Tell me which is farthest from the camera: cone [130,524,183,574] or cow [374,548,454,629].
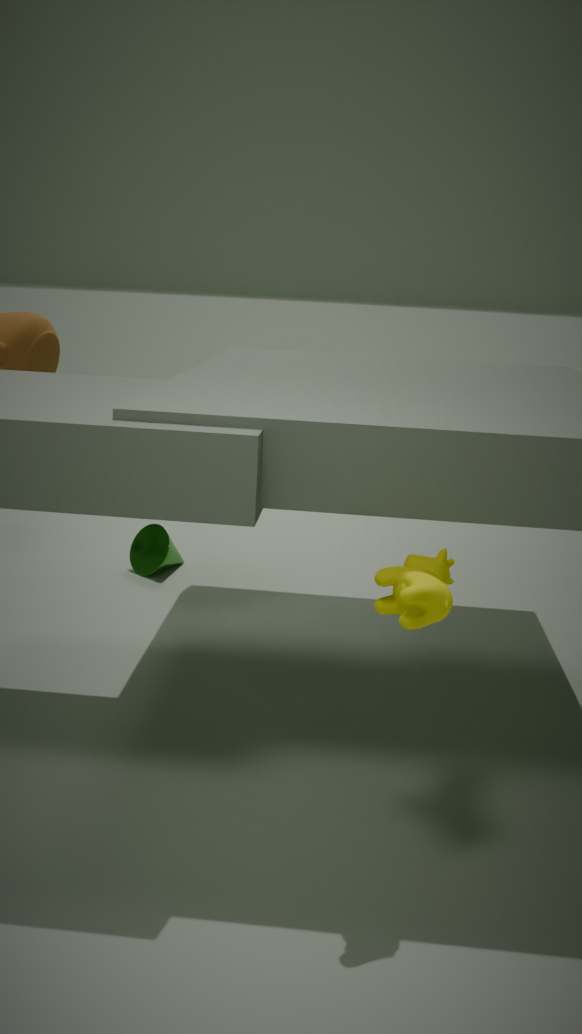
cone [130,524,183,574]
